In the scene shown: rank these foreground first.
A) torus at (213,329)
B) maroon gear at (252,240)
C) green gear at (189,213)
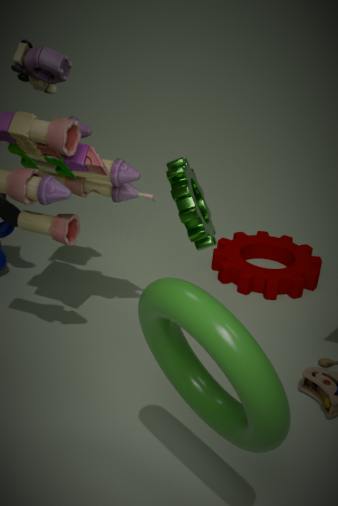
torus at (213,329) → green gear at (189,213) → maroon gear at (252,240)
